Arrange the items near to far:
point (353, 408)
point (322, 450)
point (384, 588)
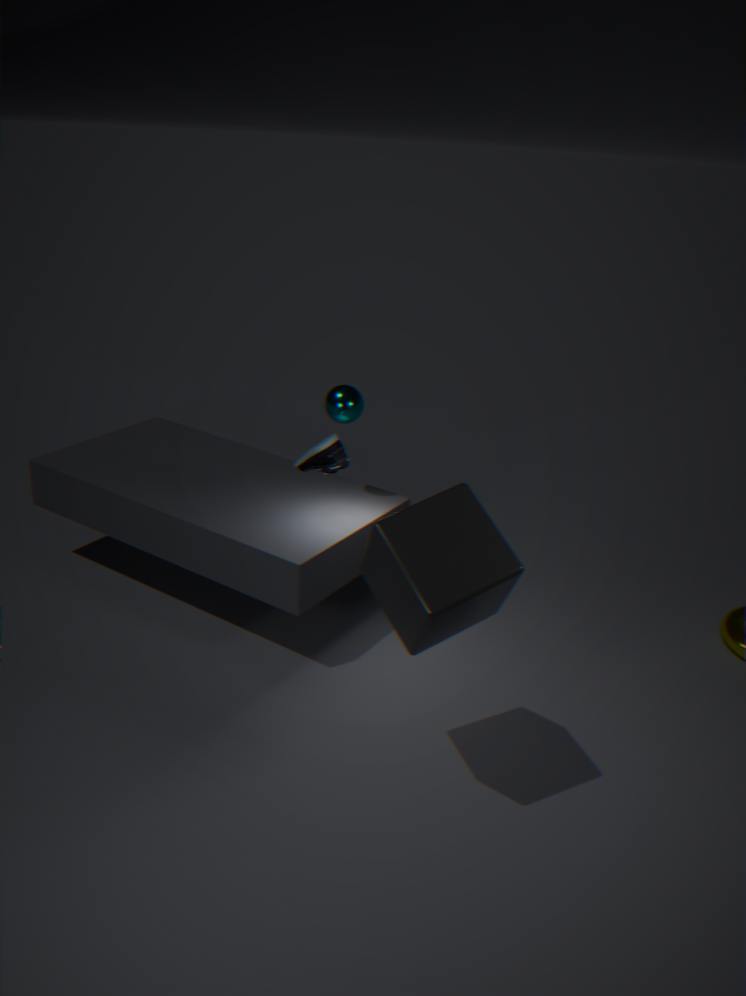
1. point (384, 588)
2. point (322, 450)
3. point (353, 408)
